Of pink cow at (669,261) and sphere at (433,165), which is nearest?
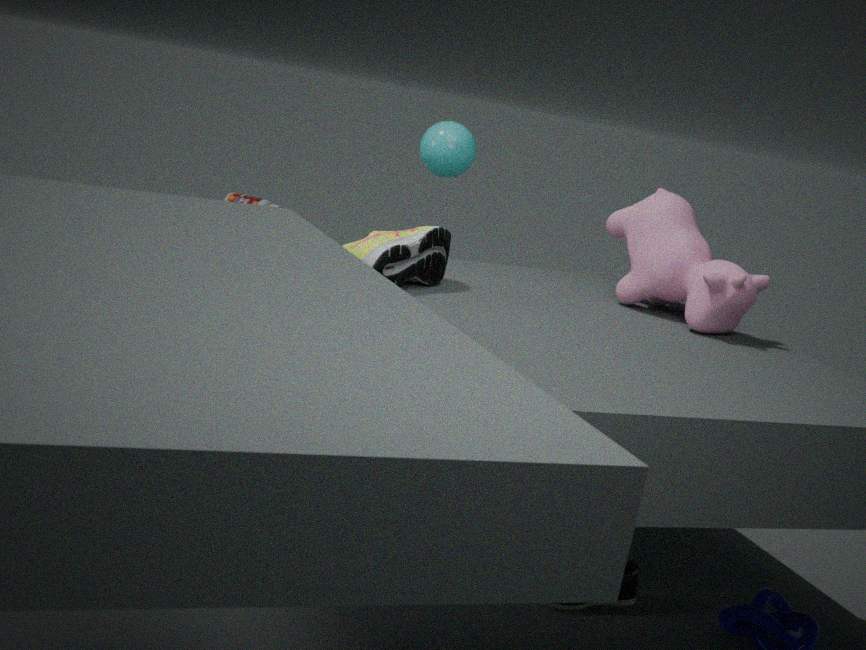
pink cow at (669,261)
